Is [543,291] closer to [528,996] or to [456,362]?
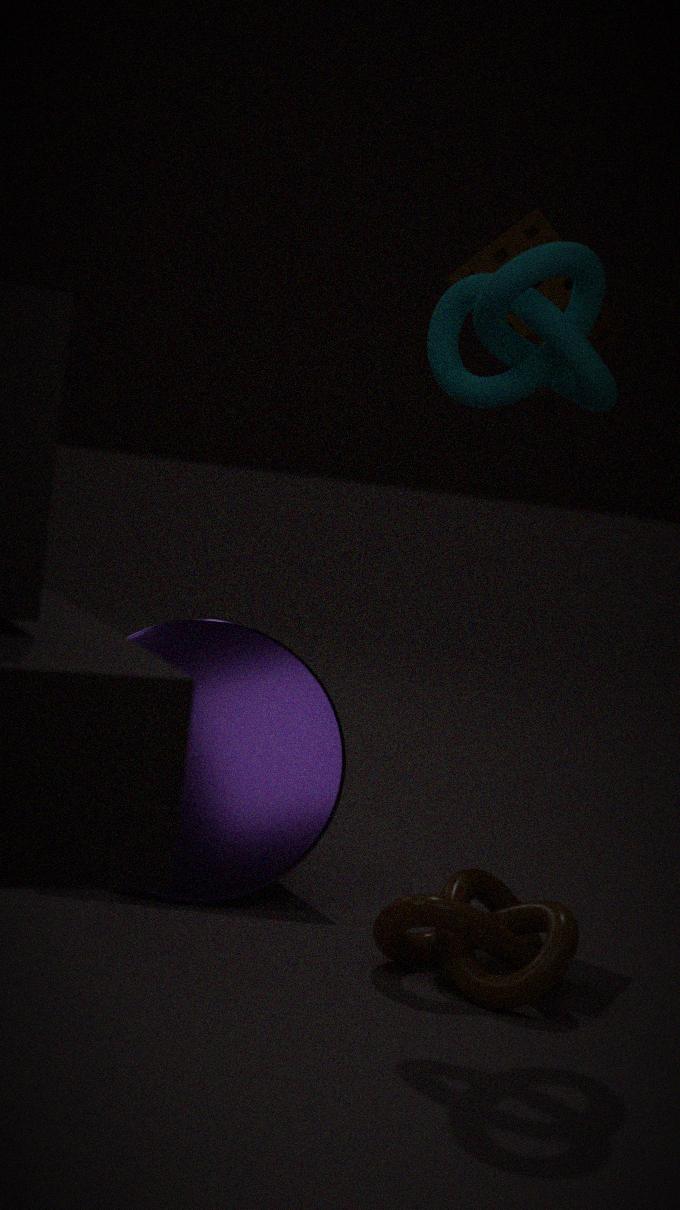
[456,362]
